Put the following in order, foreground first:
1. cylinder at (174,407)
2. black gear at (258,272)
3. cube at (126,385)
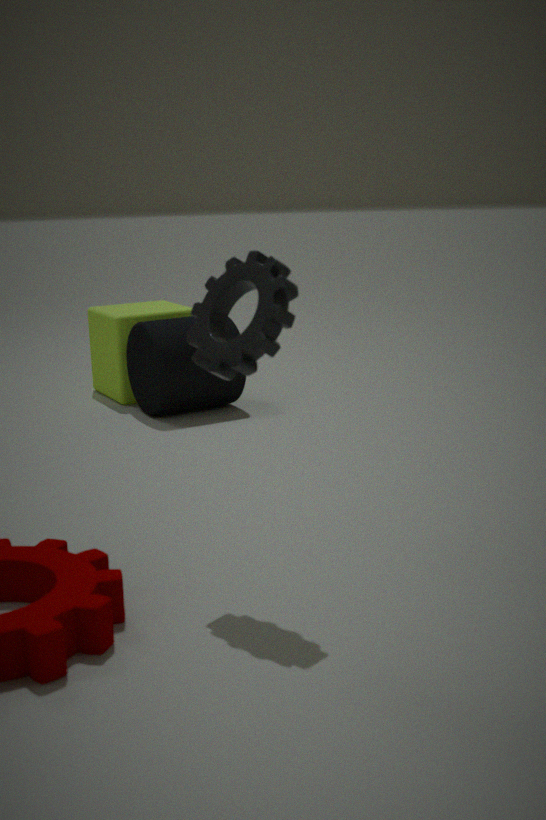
black gear at (258,272) < cylinder at (174,407) < cube at (126,385)
